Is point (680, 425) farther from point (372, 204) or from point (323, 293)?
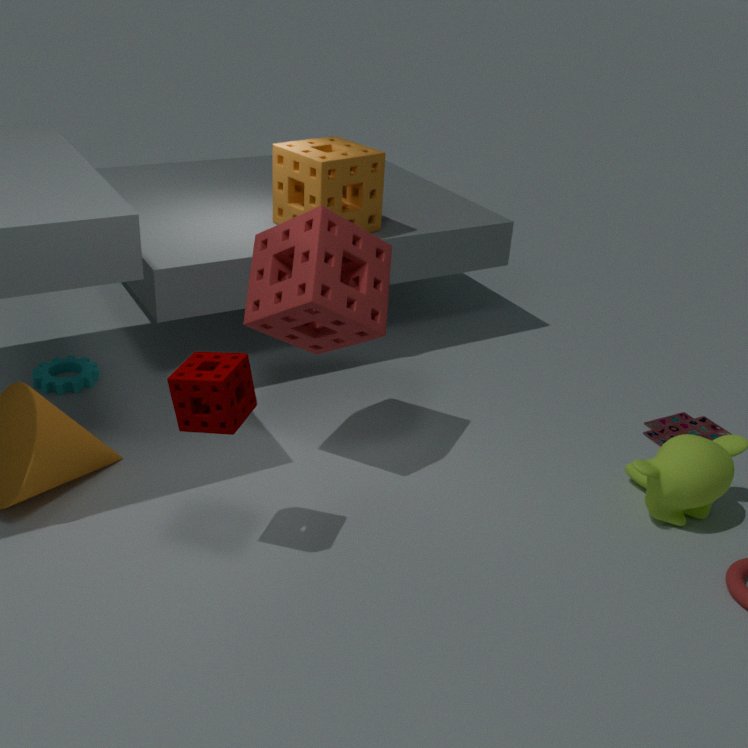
point (372, 204)
